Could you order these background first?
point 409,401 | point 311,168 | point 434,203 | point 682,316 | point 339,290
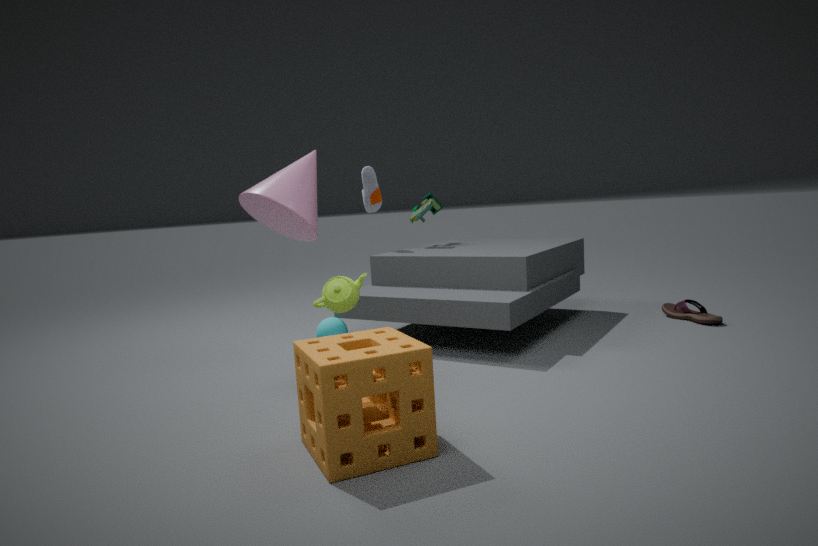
1. point 434,203
2. point 682,316
3. point 311,168
4. point 339,290
5. point 409,401
